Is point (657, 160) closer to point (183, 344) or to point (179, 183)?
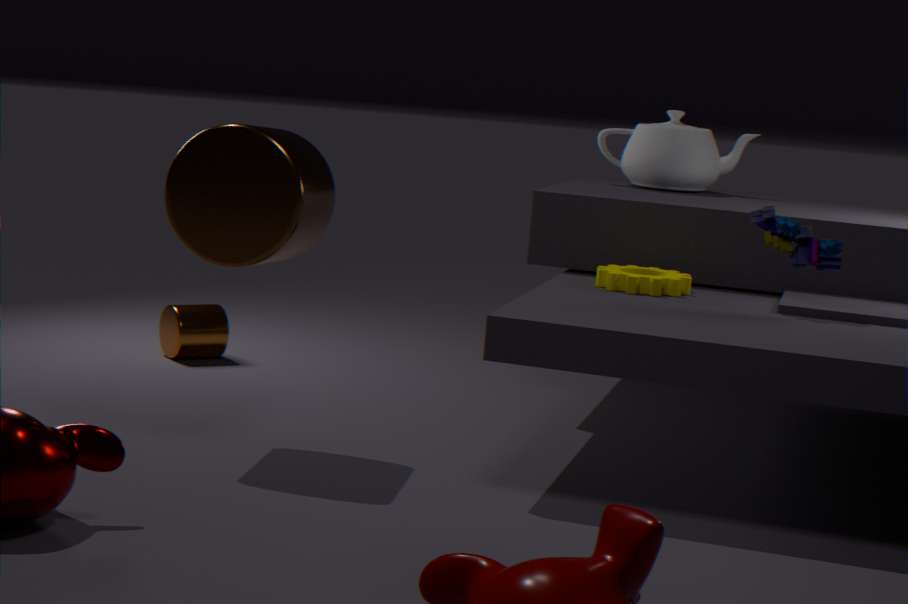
point (183, 344)
